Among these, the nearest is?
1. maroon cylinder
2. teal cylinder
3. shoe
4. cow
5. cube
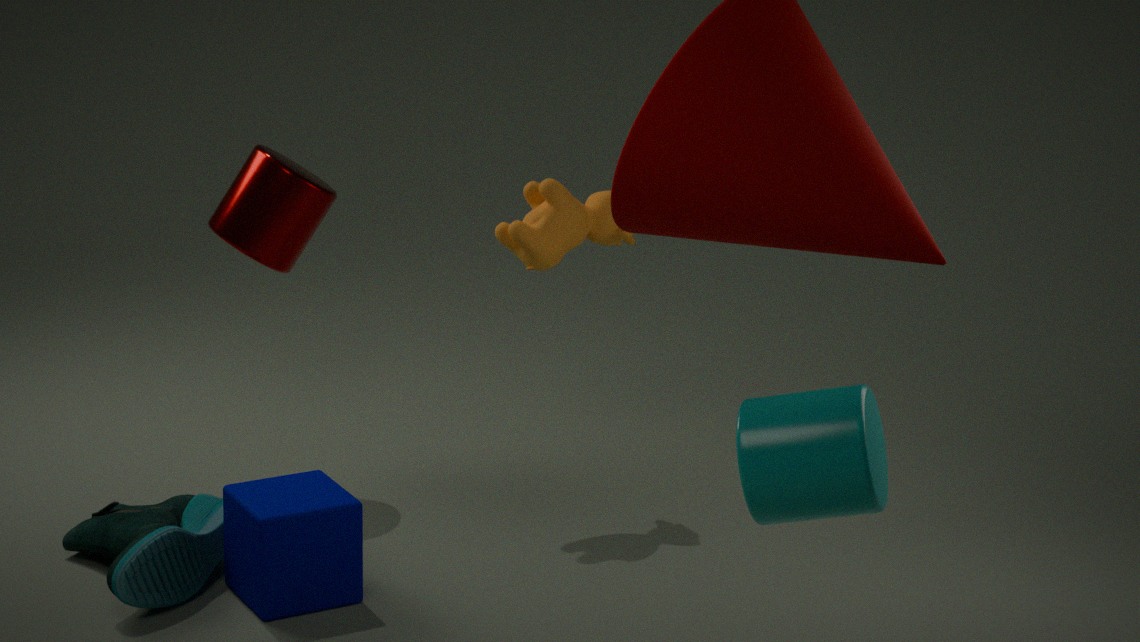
teal cylinder
